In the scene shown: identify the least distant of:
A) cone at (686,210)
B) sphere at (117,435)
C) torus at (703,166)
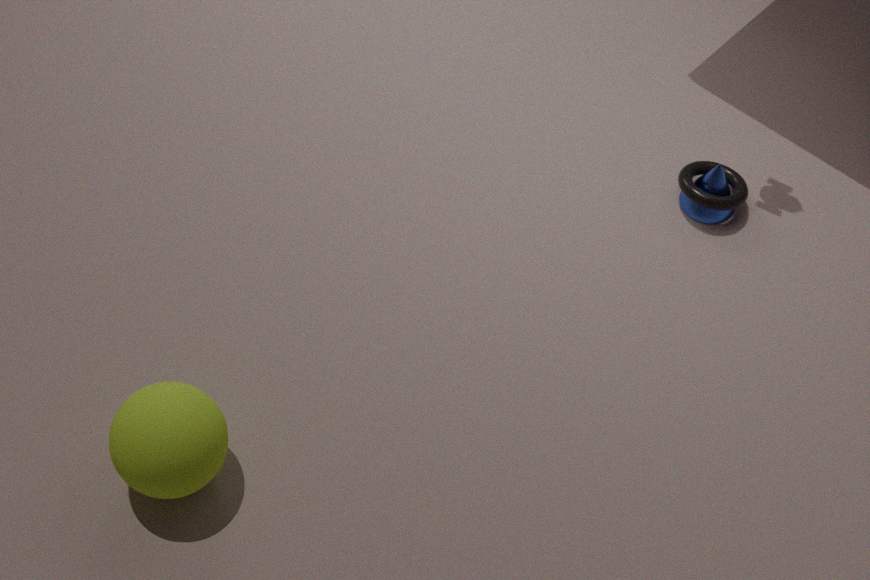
sphere at (117,435)
